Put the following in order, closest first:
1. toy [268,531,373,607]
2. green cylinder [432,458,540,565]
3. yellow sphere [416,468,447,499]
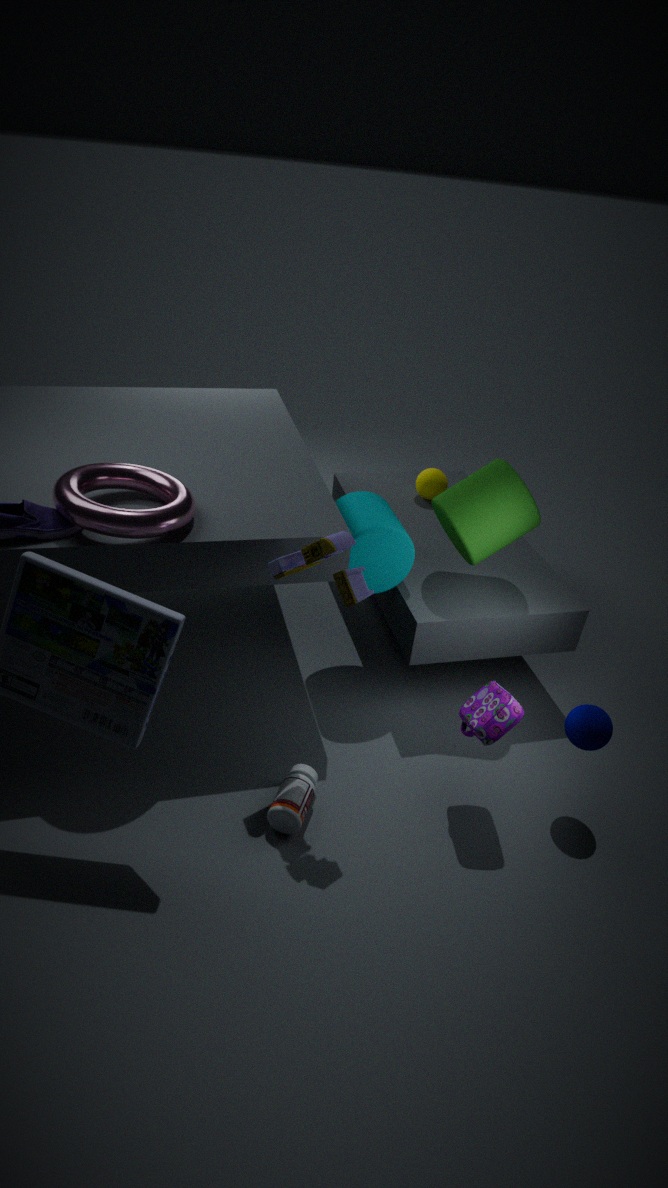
toy [268,531,373,607] → green cylinder [432,458,540,565] → yellow sphere [416,468,447,499]
